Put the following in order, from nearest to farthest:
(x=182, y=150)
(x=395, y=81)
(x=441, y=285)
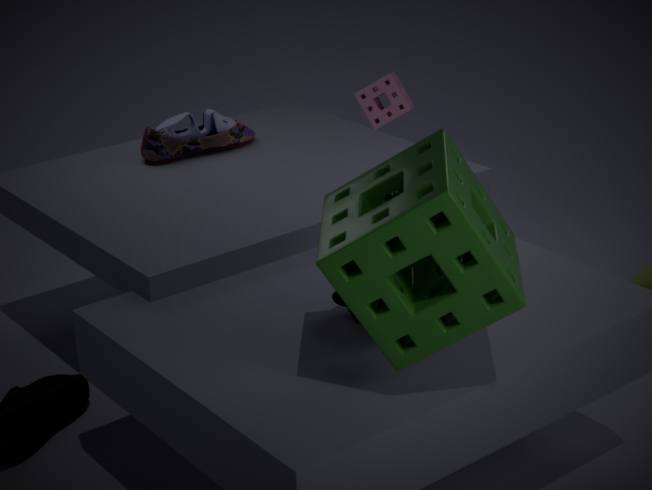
1. (x=441, y=285)
2. (x=182, y=150)
3. (x=395, y=81)
